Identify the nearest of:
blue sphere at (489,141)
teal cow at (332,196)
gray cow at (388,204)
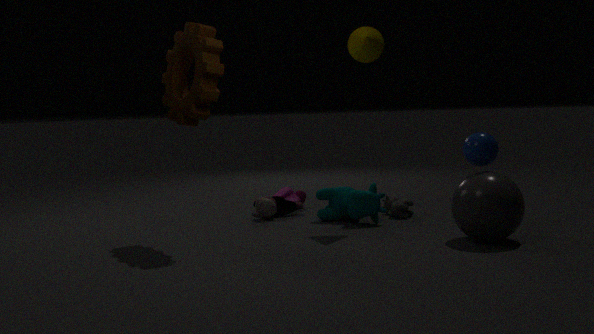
blue sphere at (489,141)
